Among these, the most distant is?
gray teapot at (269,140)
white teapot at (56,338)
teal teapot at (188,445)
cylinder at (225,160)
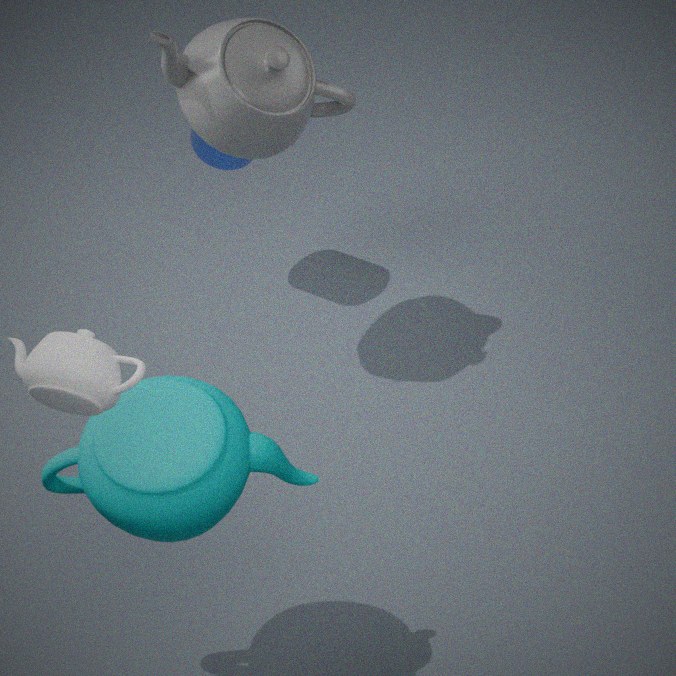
cylinder at (225,160)
